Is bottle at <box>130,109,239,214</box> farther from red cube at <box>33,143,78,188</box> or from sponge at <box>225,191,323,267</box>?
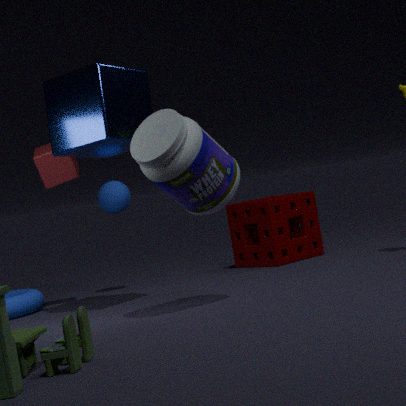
sponge at <box>225,191,323,267</box>
